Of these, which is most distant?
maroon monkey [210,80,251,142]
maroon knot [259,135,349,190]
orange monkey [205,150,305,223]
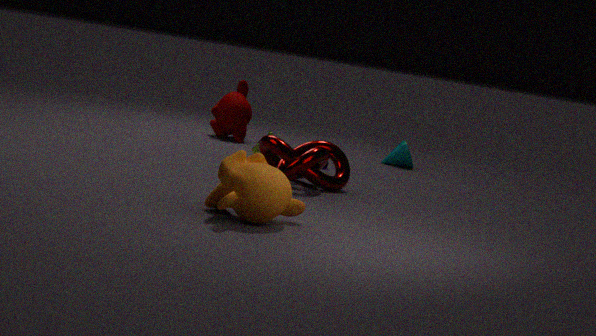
maroon monkey [210,80,251,142]
